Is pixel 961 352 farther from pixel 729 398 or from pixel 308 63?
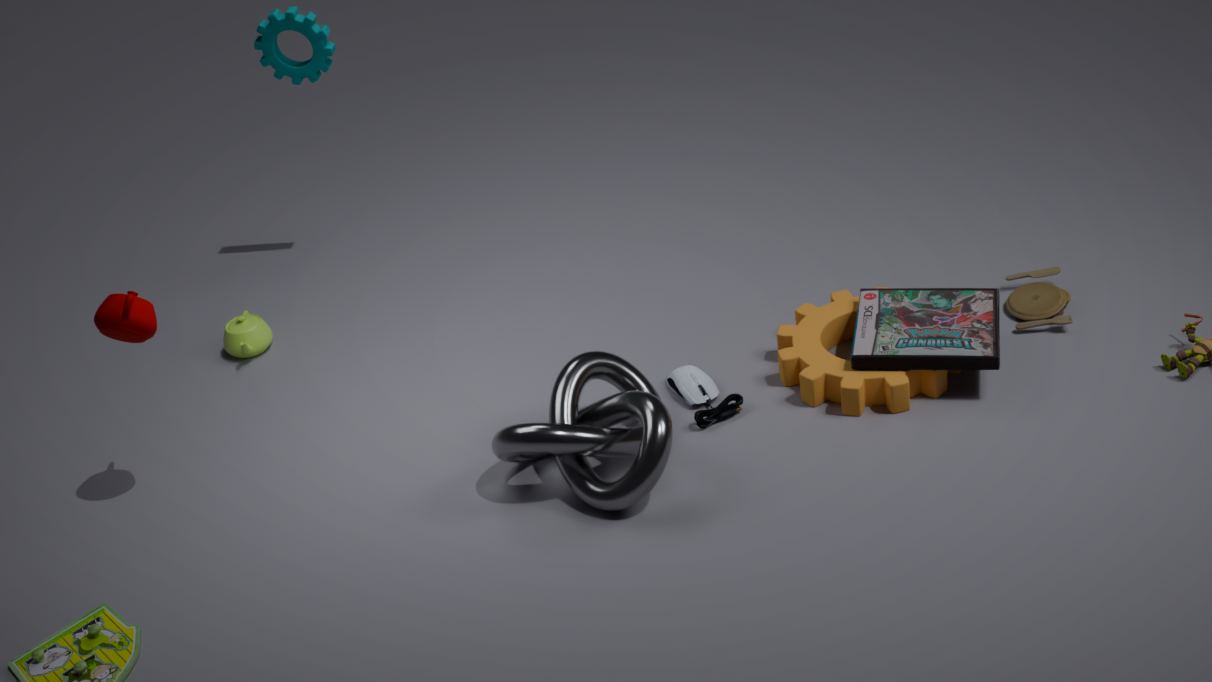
pixel 308 63
